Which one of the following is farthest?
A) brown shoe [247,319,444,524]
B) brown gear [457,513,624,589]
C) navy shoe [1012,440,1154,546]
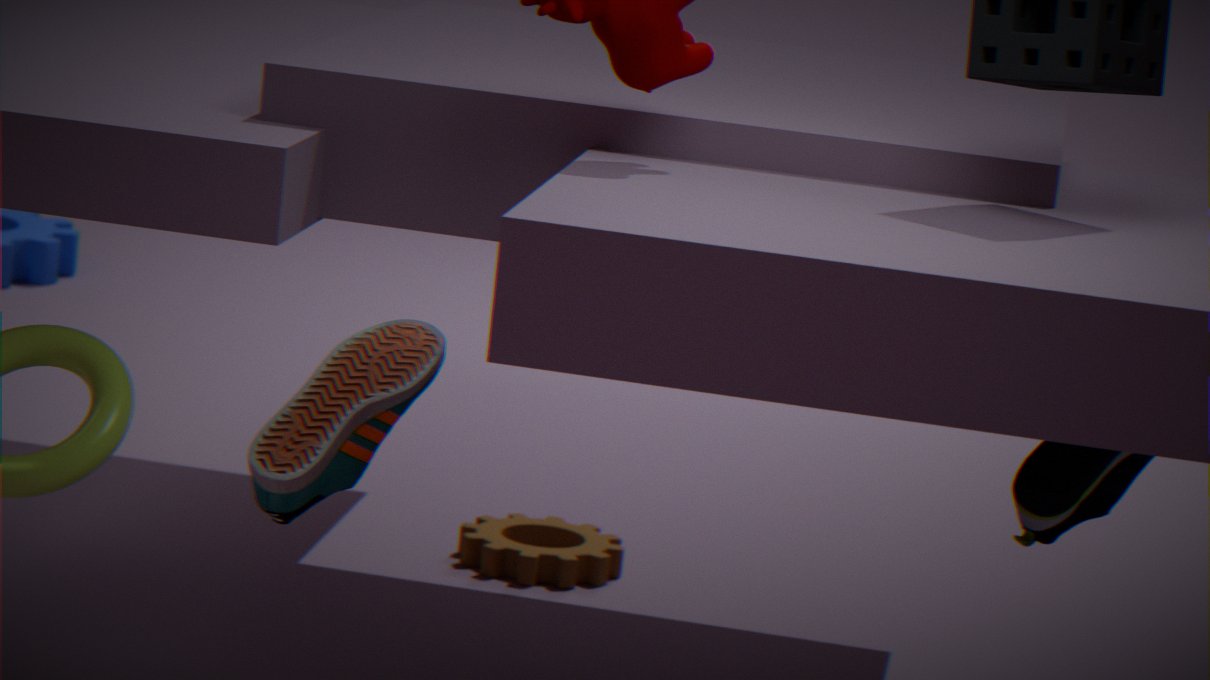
brown gear [457,513,624,589]
